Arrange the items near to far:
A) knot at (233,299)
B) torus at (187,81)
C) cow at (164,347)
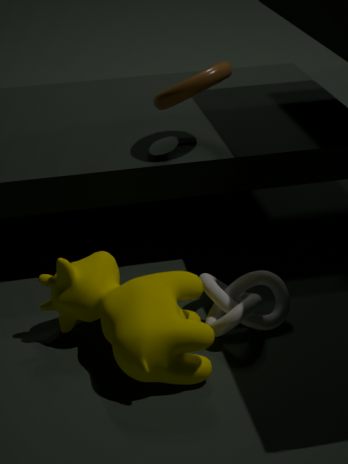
cow at (164,347) → knot at (233,299) → torus at (187,81)
